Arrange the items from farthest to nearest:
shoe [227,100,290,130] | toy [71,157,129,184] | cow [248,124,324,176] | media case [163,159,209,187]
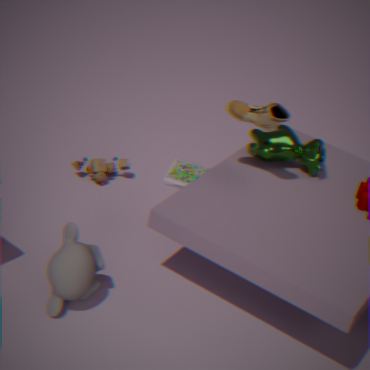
media case [163,159,209,187], toy [71,157,129,184], cow [248,124,324,176], shoe [227,100,290,130]
